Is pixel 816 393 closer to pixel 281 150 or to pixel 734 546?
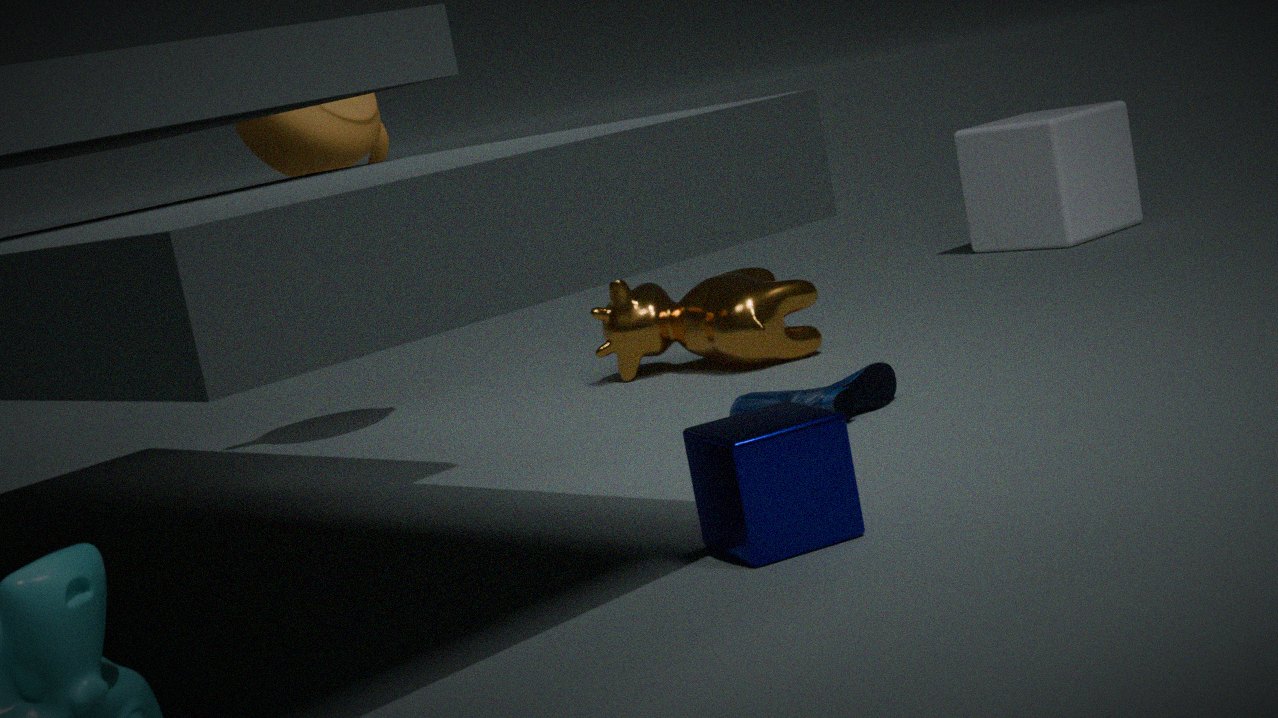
pixel 734 546
